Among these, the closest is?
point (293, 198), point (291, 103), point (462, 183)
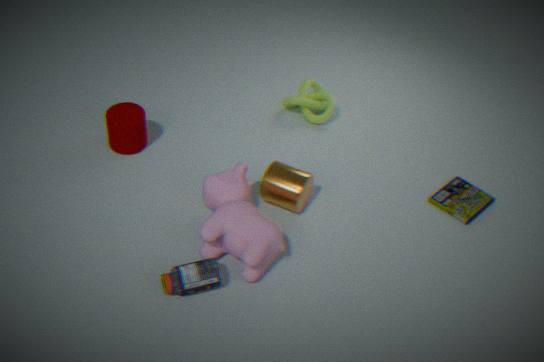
point (293, 198)
